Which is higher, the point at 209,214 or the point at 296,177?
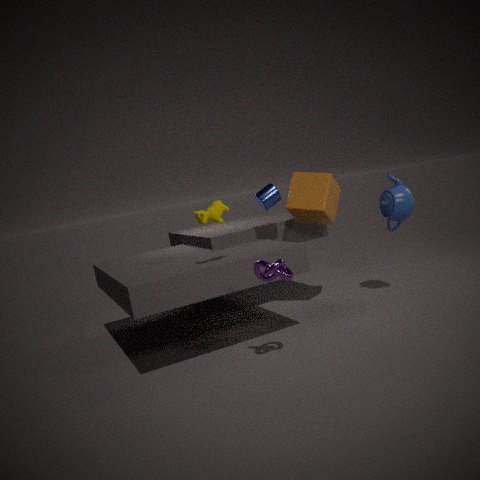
the point at 209,214
